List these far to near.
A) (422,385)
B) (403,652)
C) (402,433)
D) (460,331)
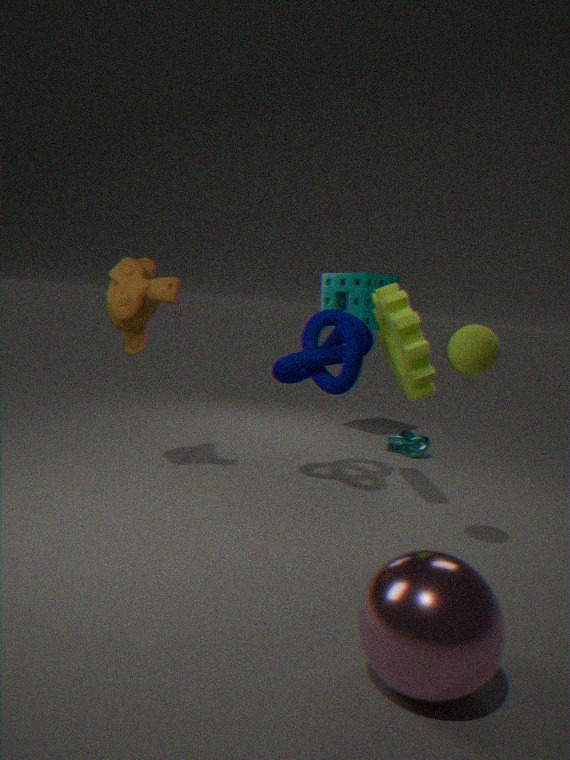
(402,433), (422,385), (460,331), (403,652)
